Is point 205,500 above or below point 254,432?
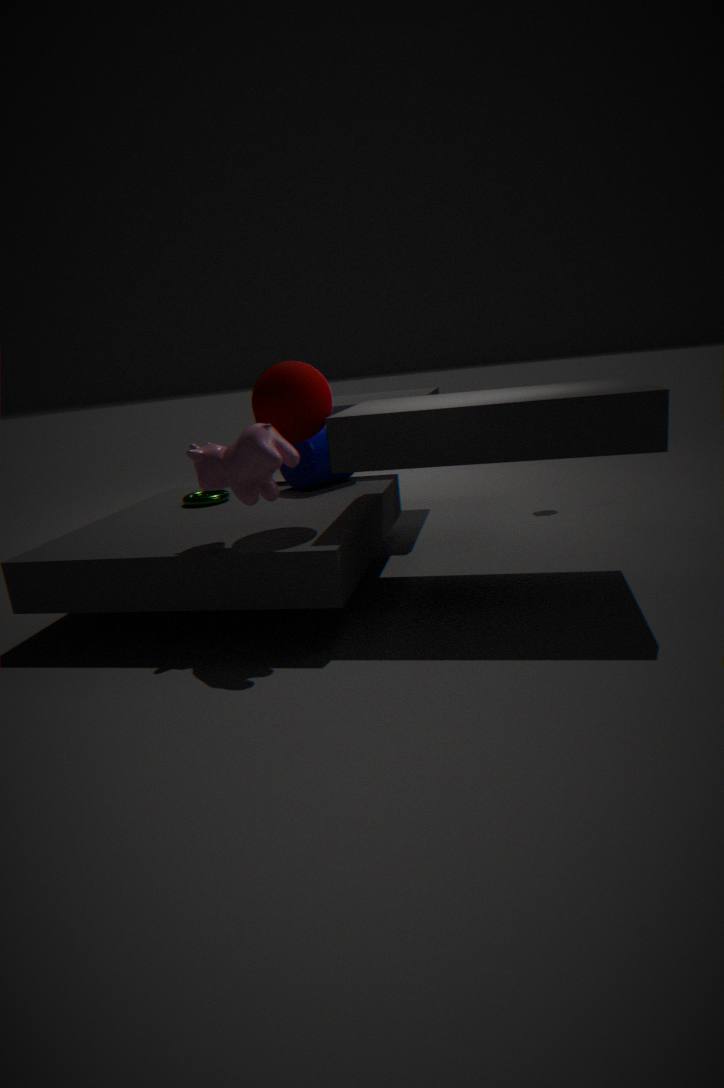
below
